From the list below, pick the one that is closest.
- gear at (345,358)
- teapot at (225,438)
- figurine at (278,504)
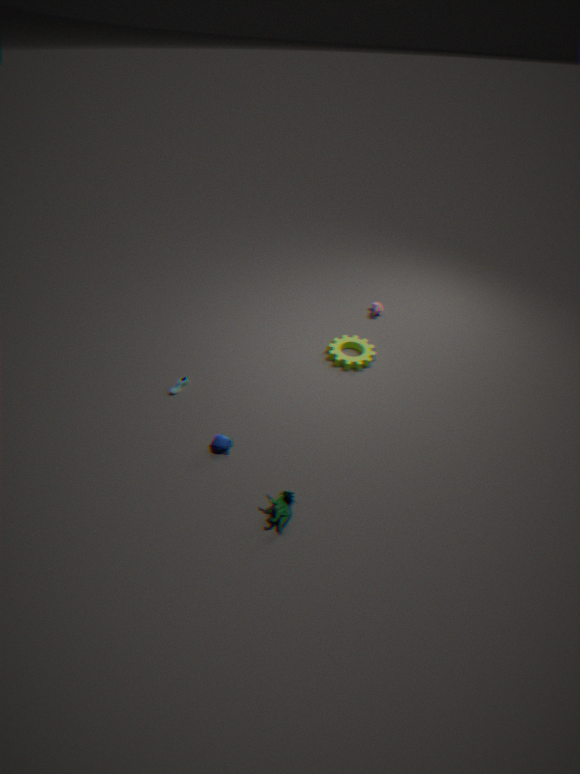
figurine at (278,504)
